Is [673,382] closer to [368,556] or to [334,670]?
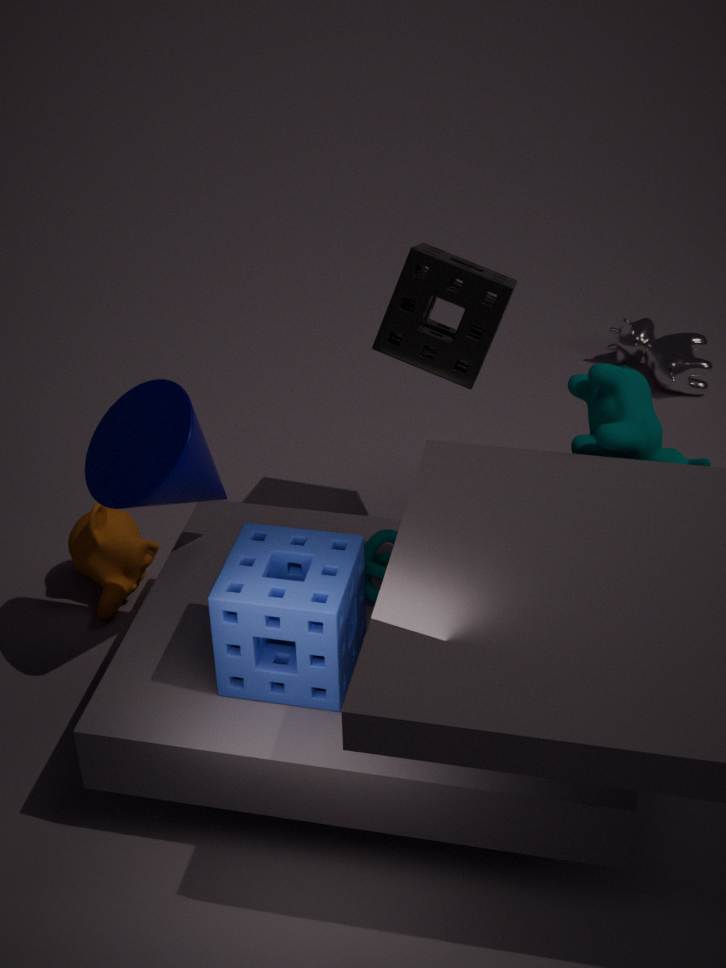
[368,556]
